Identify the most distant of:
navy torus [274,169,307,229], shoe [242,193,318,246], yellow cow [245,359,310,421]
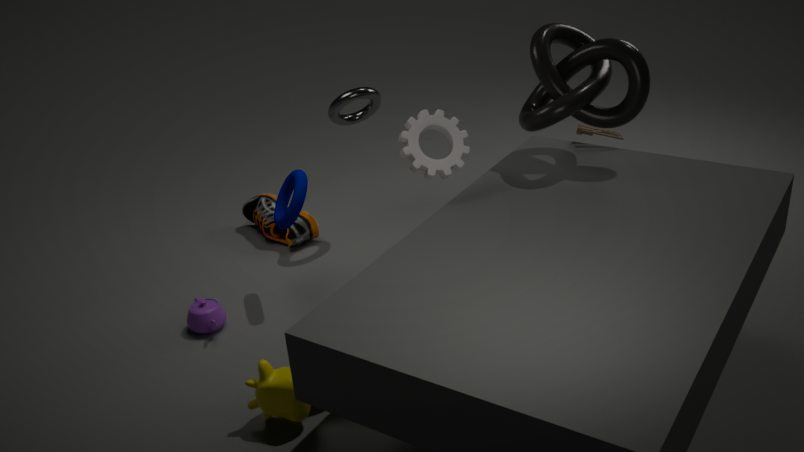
shoe [242,193,318,246]
